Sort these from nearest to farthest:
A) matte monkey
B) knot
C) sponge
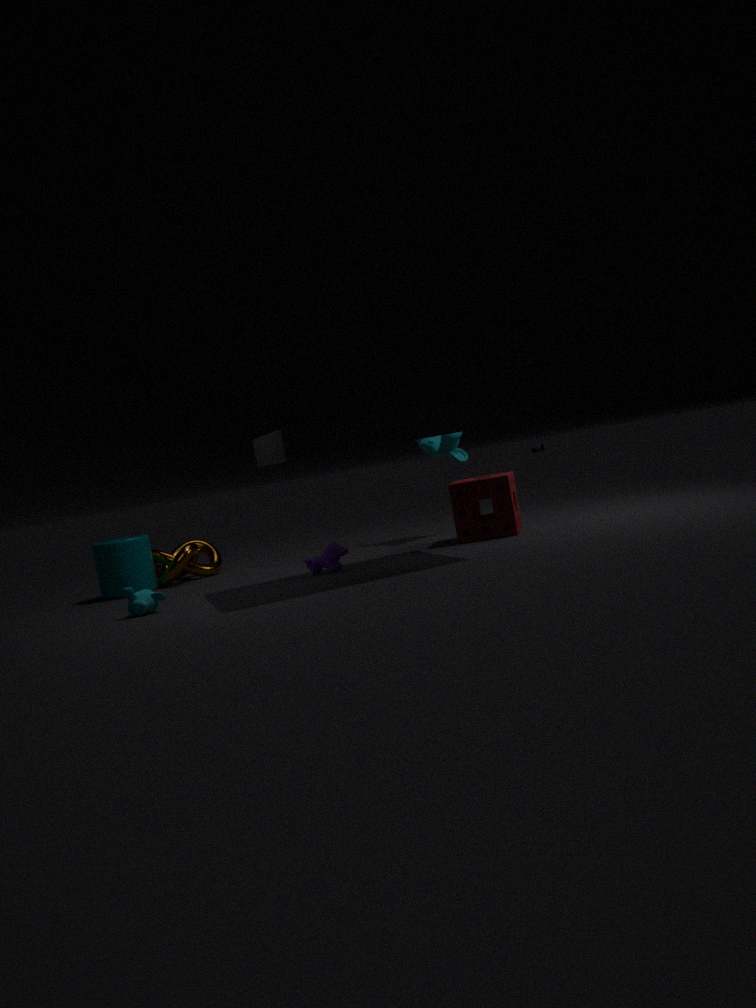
sponge < knot < matte monkey
